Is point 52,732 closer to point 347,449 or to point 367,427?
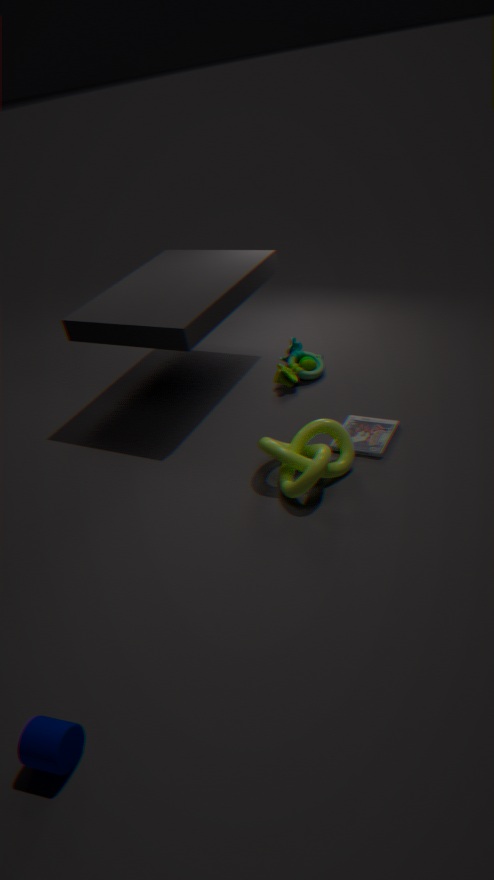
point 347,449
